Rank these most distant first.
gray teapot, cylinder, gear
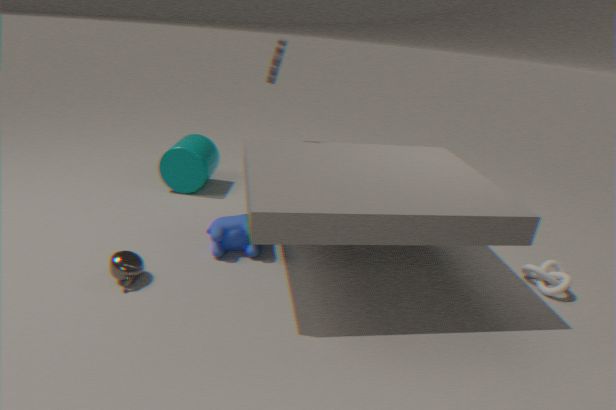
cylinder, gear, gray teapot
